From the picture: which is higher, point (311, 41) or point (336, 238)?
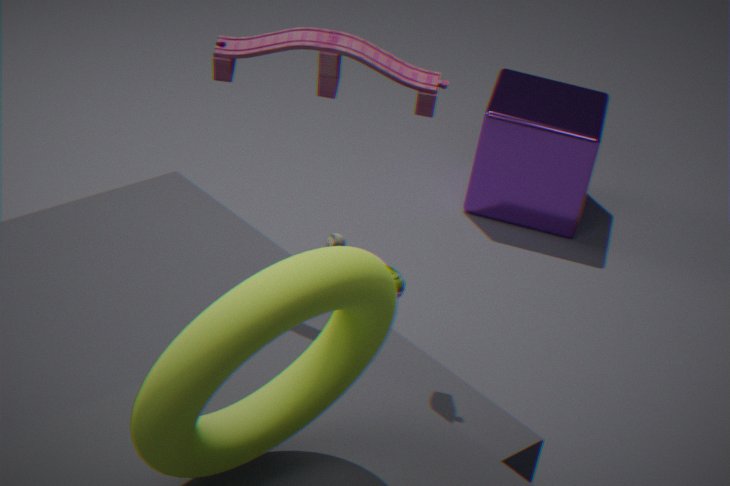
point (311, 41)
